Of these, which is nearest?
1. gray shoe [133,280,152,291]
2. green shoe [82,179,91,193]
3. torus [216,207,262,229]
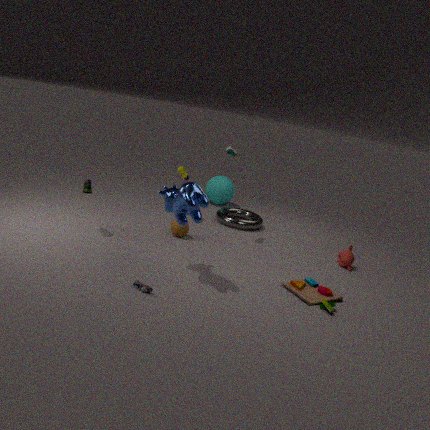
gray shoe [133,280,152,291]
